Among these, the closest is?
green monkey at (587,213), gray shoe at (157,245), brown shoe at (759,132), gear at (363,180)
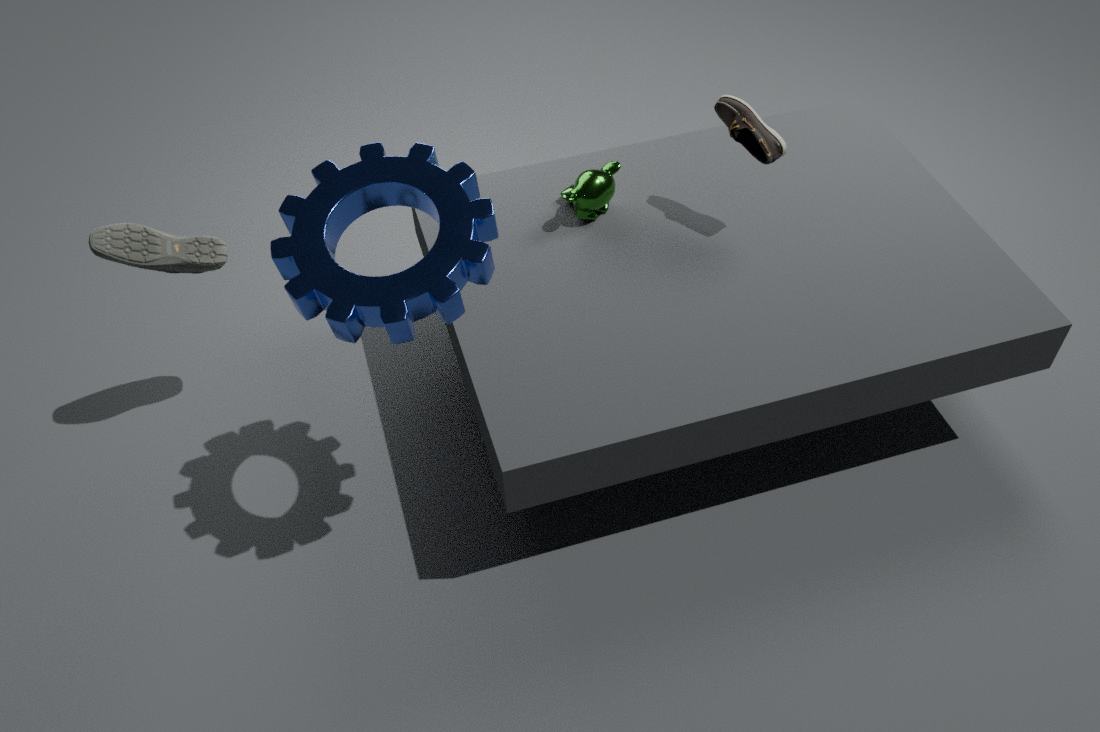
gear at (363,180)
